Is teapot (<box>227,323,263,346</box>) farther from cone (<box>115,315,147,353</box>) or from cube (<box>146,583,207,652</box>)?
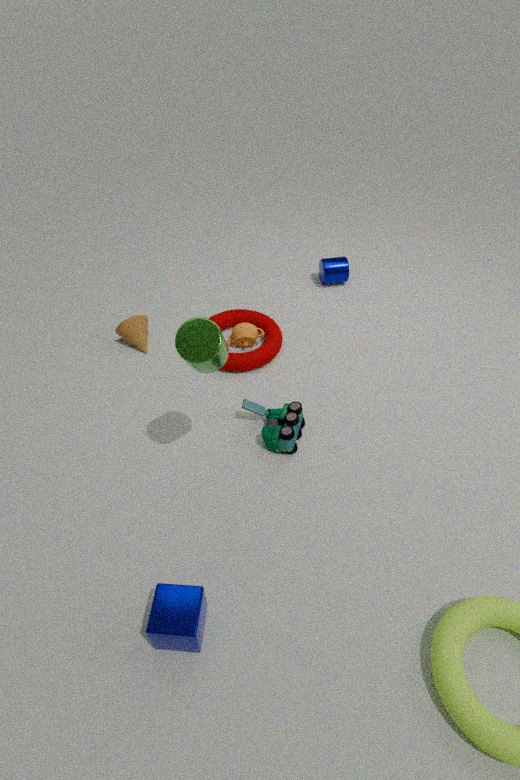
cube (<box>146,583,207,652</box>)
